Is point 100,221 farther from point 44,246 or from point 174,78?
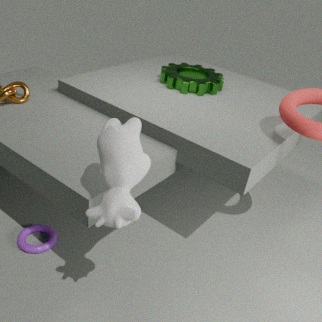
point 174,78
